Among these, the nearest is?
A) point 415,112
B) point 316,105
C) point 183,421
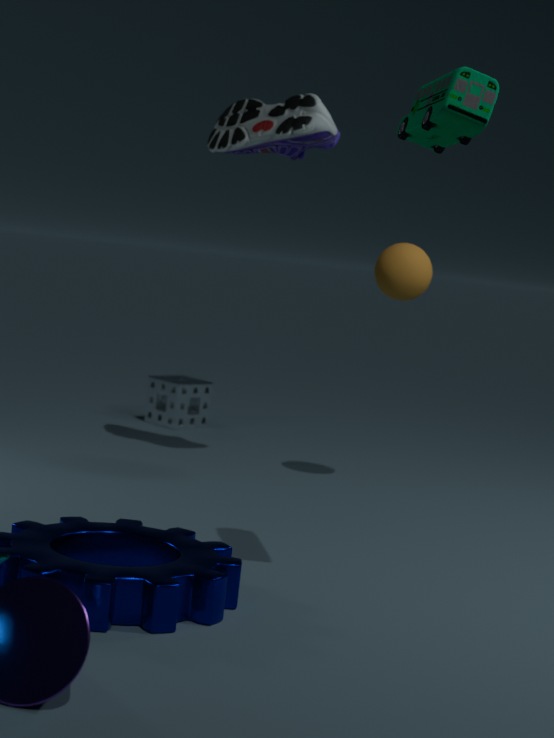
point 415,112
